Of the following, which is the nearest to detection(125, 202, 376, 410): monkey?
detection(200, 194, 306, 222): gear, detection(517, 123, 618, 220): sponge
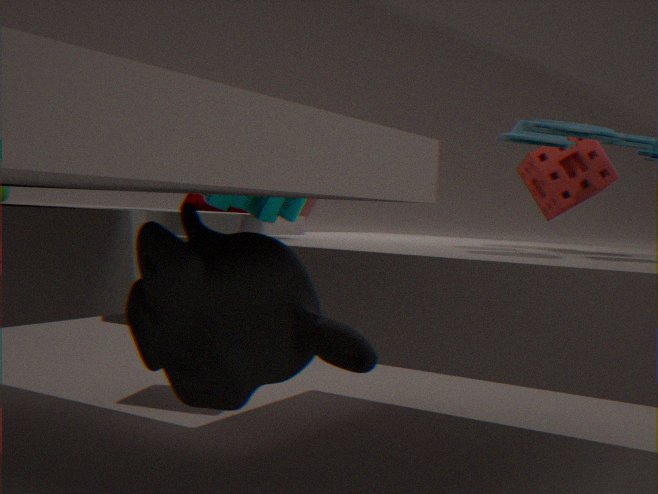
detection(200, 194, 306, 222): gear
